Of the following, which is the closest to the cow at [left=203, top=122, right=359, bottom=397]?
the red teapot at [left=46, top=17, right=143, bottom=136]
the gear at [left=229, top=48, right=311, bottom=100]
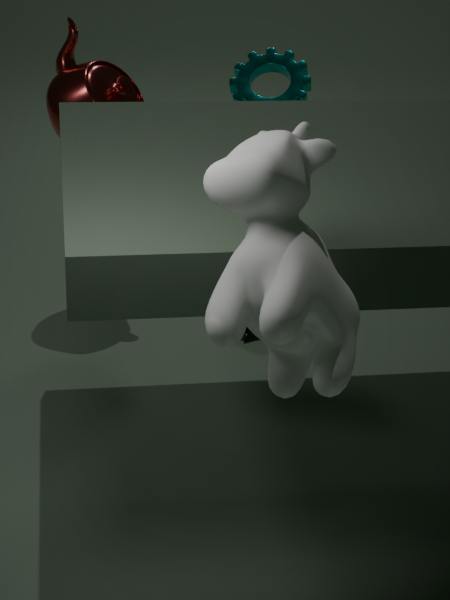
the red teapot at [left=46, top=17, right=143, bottom=136]
